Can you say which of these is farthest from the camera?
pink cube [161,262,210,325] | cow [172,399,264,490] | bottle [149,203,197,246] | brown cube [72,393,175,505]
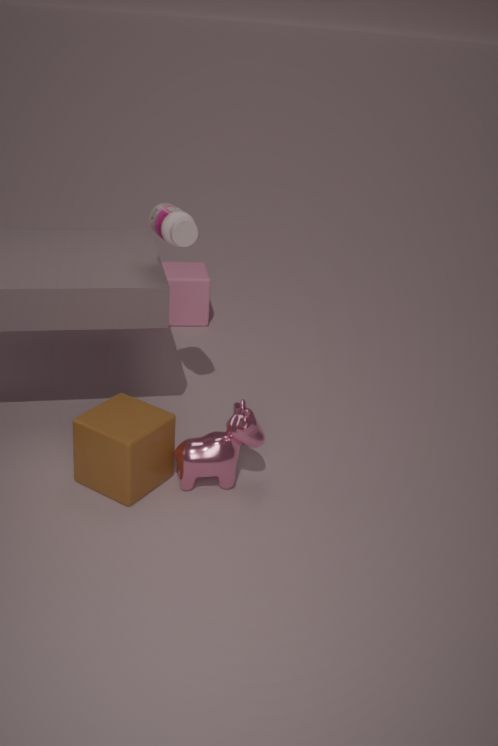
pink cube [161,262,210,325]
